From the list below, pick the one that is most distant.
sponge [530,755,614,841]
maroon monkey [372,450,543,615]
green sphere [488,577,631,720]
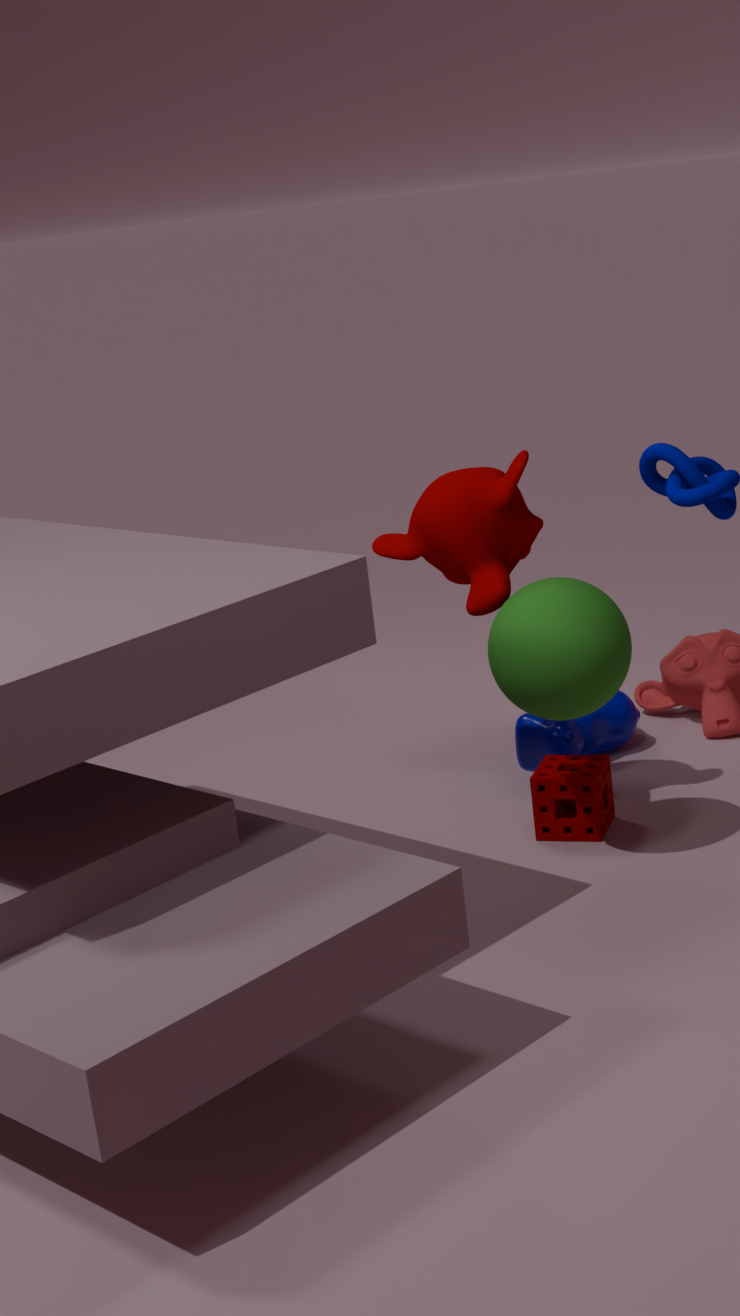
sponge [530,755,614,841]
